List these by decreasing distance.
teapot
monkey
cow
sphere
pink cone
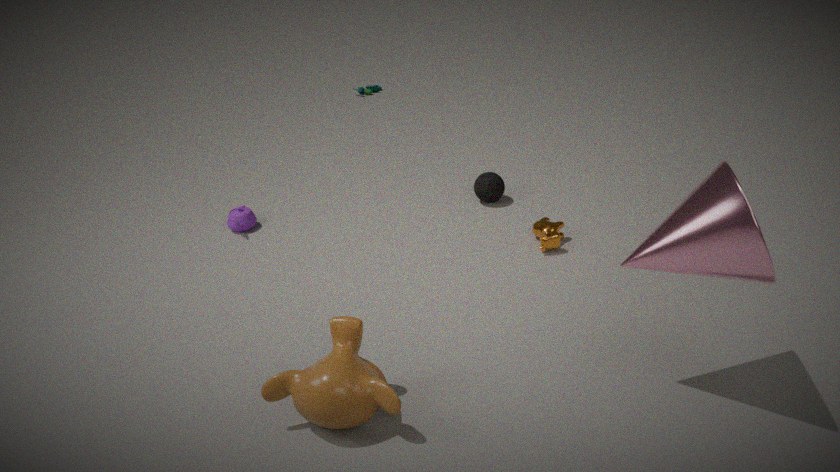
sphere
teapot
cow
monkey
pink cone
